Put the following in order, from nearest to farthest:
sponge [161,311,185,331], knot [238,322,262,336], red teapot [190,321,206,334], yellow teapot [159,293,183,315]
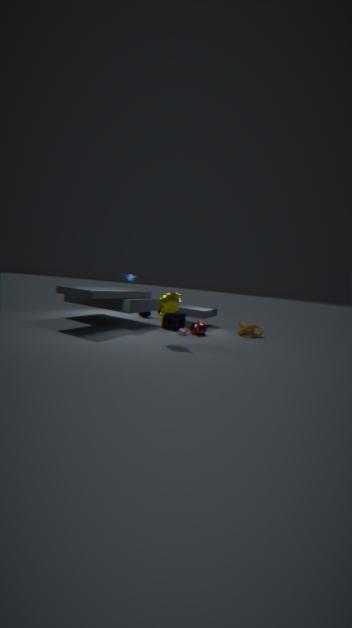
yellow teapot [159,293,183,315], red teapot [190,321,206,334], sponge [161,311,185,331], knot [238,322,262,336]
